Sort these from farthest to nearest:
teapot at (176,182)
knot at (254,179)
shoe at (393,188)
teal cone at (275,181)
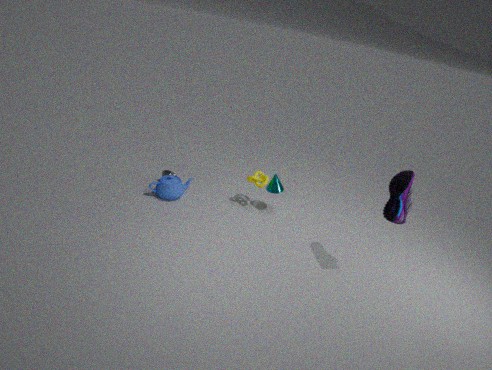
teal cone at (275,181)
knot at (254,179)
teapot at (176,182)
shoe at (393,188)
